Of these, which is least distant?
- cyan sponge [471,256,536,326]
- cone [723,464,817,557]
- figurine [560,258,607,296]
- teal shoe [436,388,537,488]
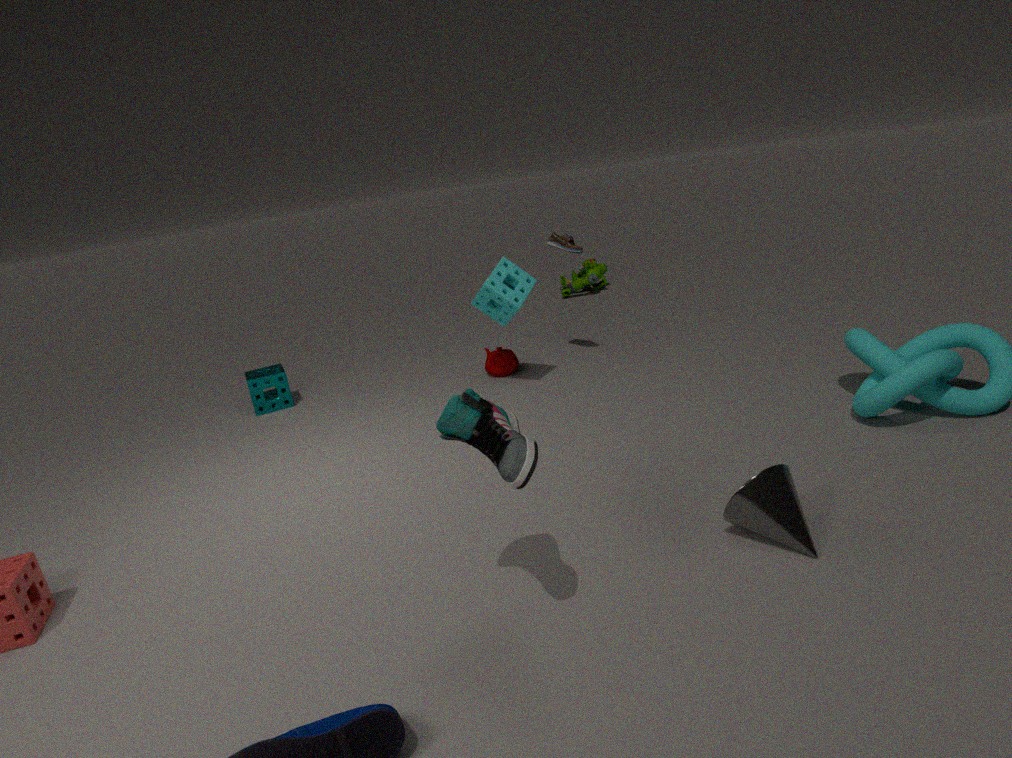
teal shoe [436,388,537,488]
